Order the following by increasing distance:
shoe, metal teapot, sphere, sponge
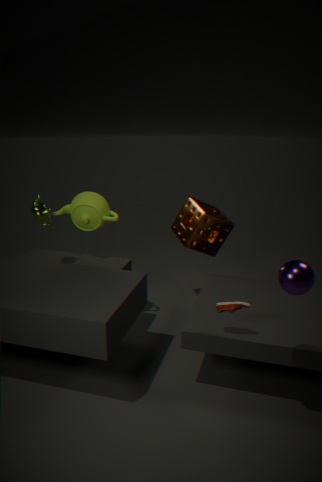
sphere → shoe → metal teapot → sponge
